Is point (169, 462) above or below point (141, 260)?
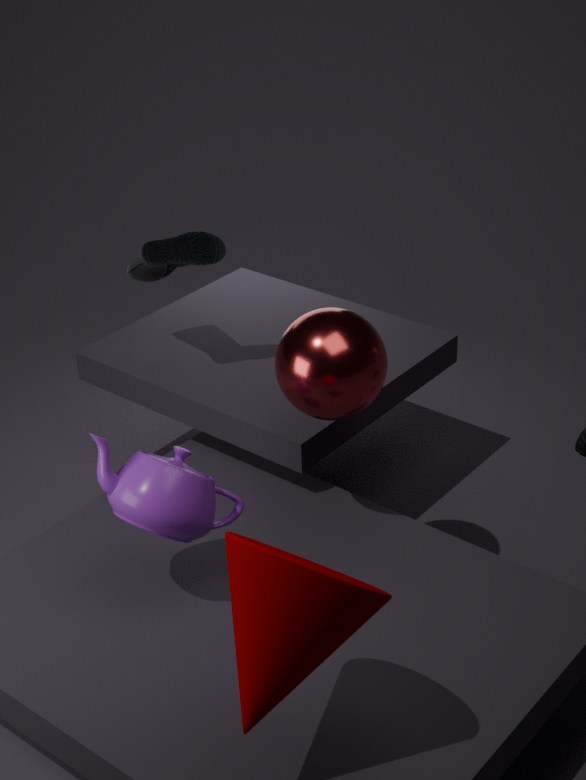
below
